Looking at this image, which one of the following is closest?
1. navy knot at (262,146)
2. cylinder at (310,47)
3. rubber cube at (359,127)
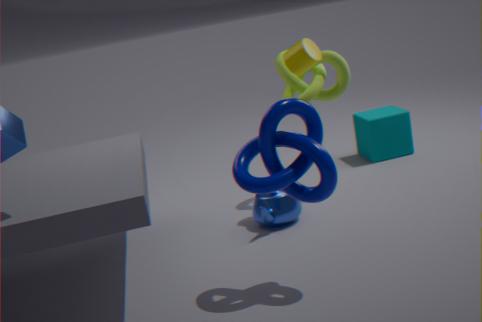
navy knot at (262,146)
